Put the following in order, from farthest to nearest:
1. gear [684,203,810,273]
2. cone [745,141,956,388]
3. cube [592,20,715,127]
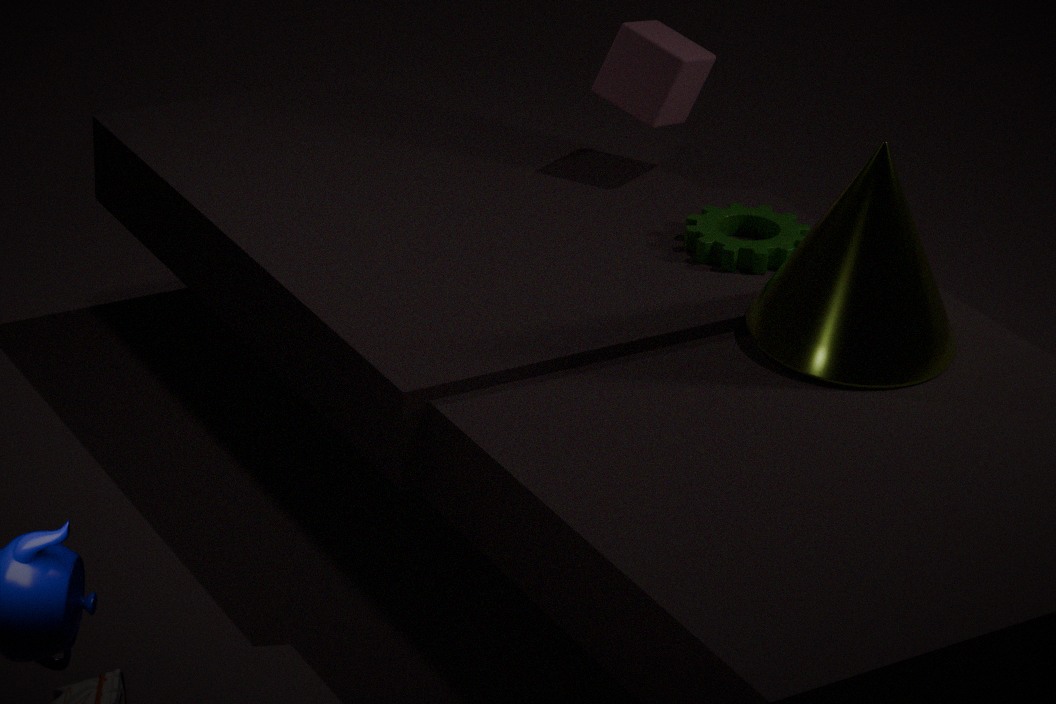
1. cube [592,20,715,127]
2. gear [684,203,810,273]
3. cone [745,141,956,388]
